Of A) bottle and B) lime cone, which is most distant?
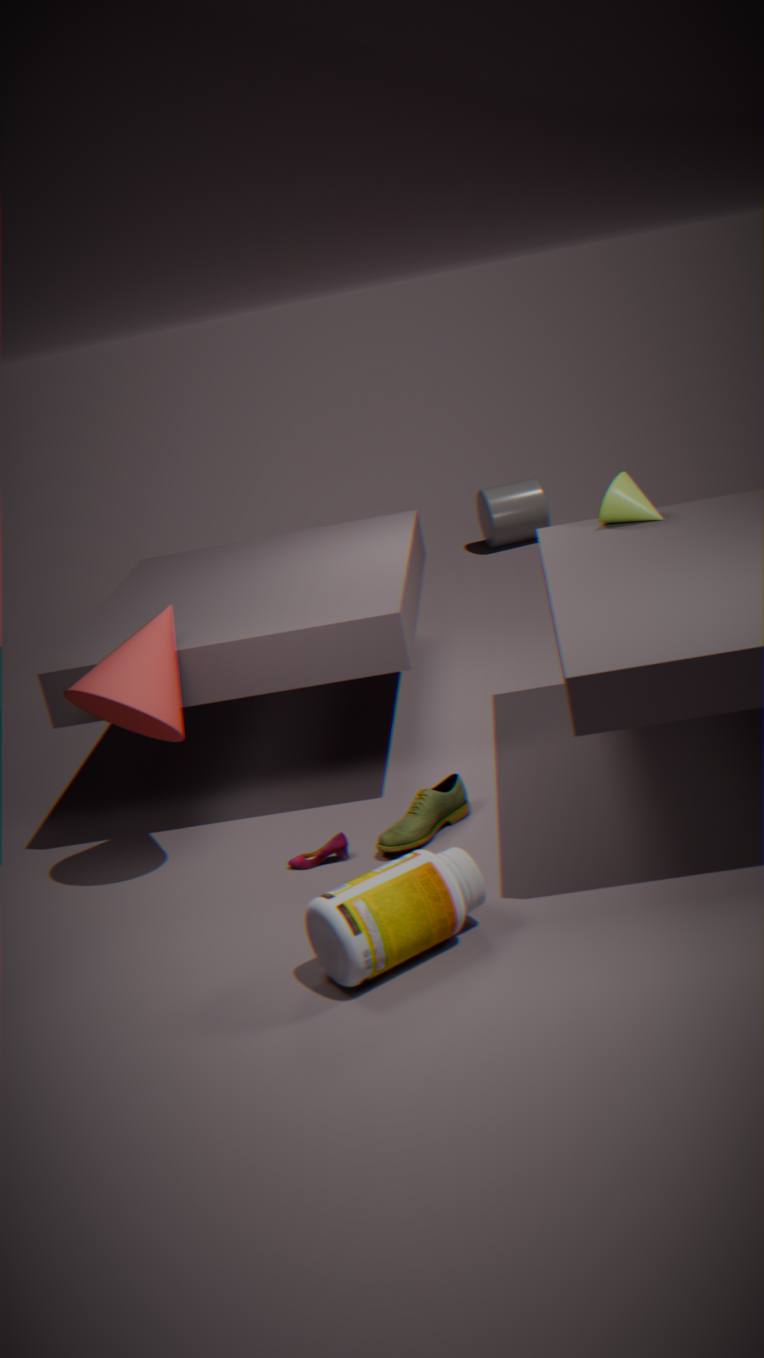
B. lime cone
